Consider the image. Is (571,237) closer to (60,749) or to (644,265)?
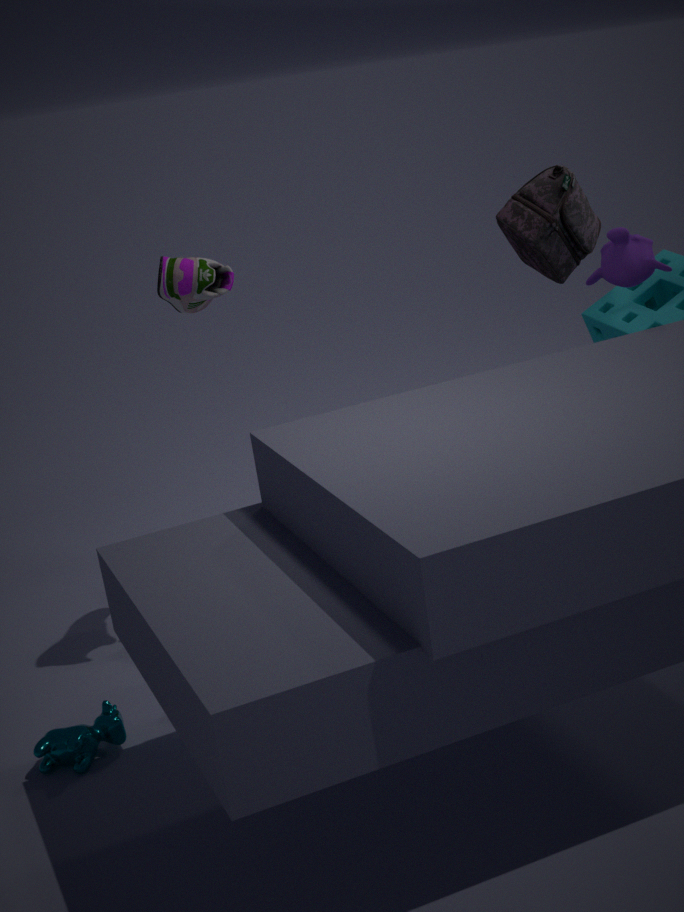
(644,265)
